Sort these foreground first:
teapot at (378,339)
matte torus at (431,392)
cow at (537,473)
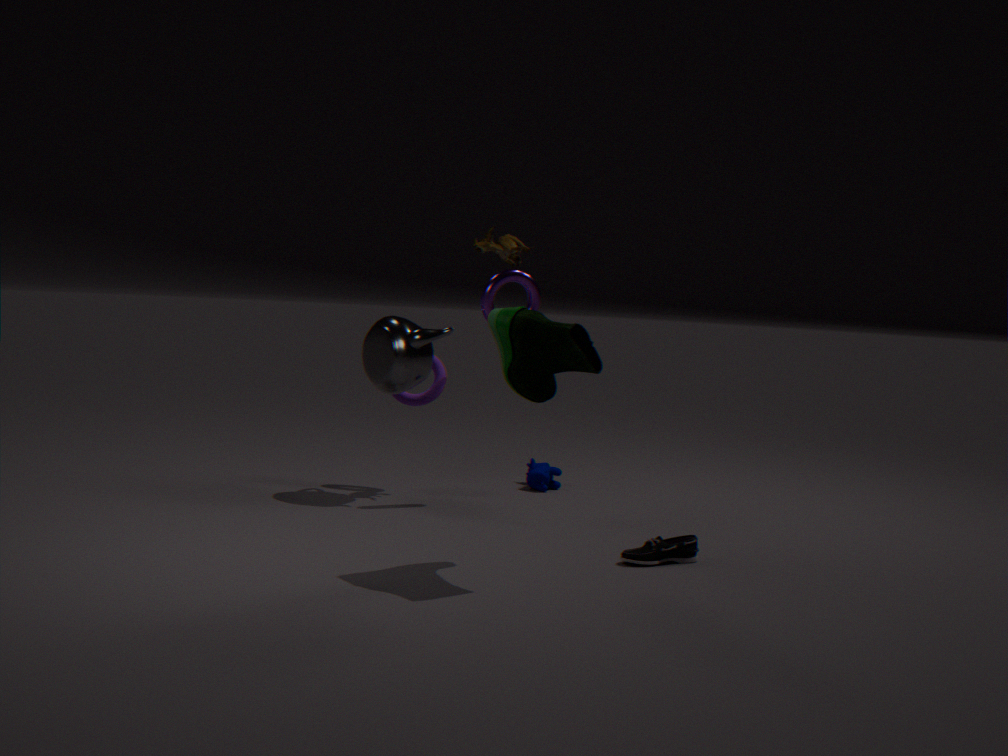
1. teapot at (378,339)
2. matte torus at (431,392)
3. cow at (537,473)
